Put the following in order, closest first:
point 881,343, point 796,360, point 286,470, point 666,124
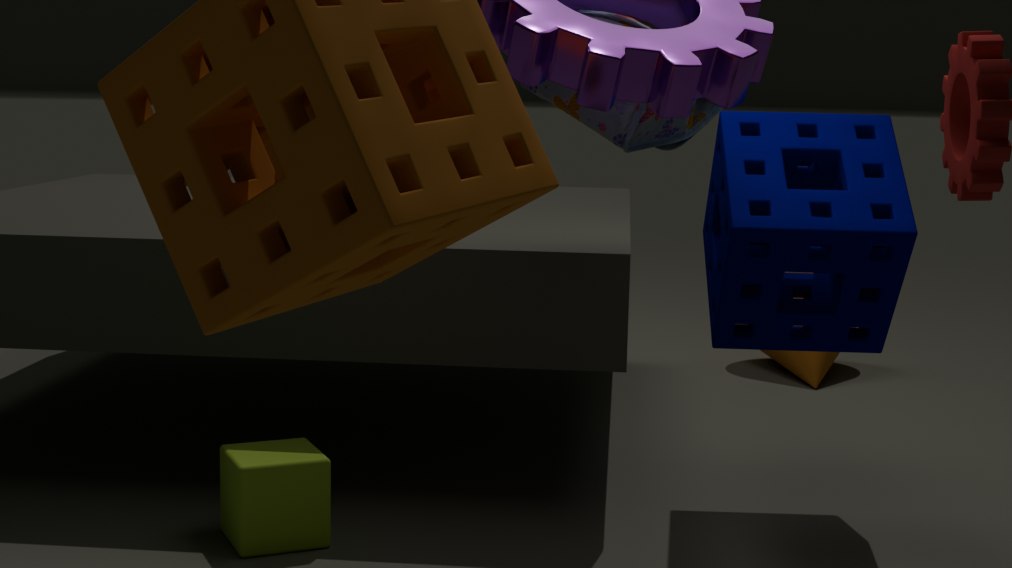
point 666,124
point 286,470
point 881,343
point 796,360
